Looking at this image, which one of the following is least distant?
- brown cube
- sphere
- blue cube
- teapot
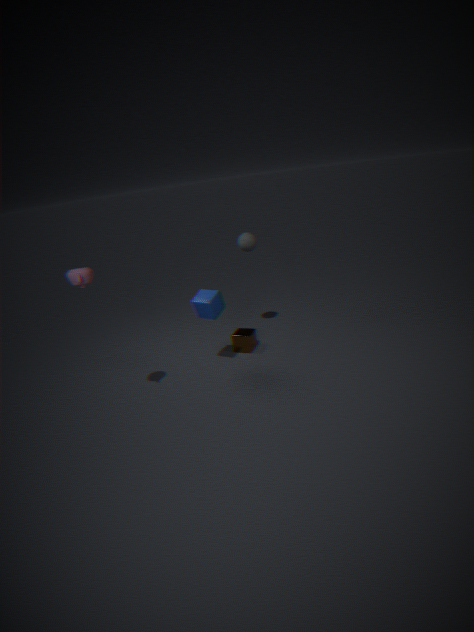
teapot
